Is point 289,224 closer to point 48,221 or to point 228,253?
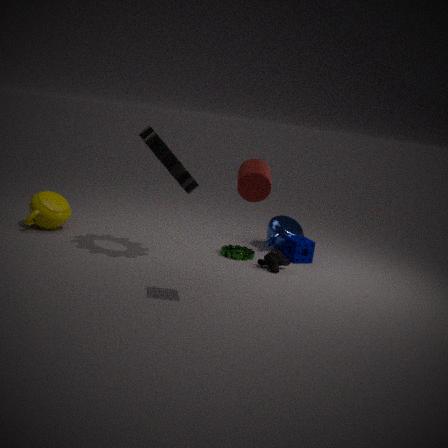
point 228,253
